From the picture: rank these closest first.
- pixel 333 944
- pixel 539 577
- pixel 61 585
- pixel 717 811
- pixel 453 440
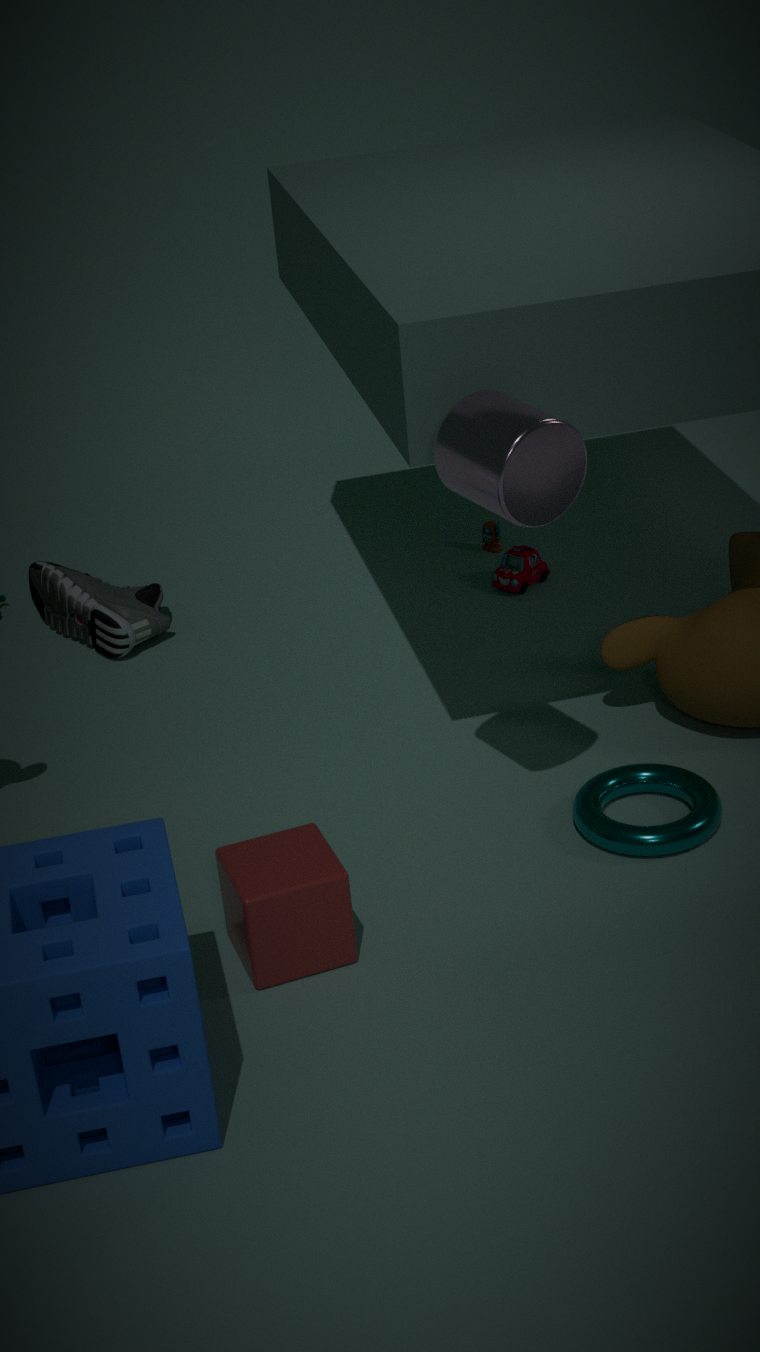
pixel 453 440, pixel 333 944, pixel 717 811, pixel 61 585, pixel 539 577
